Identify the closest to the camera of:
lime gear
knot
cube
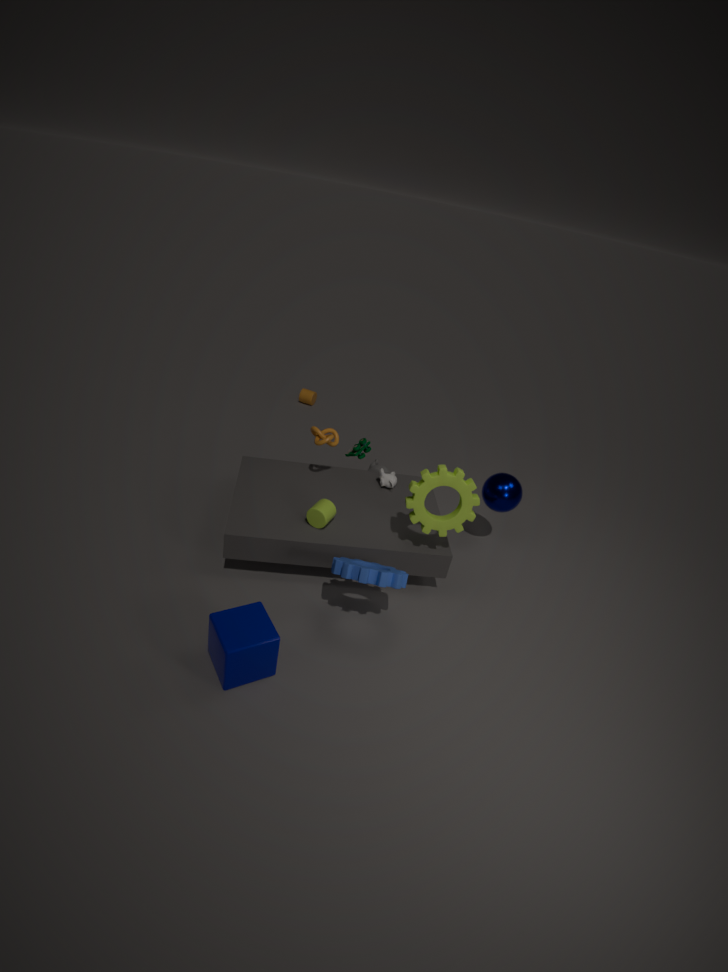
cube
